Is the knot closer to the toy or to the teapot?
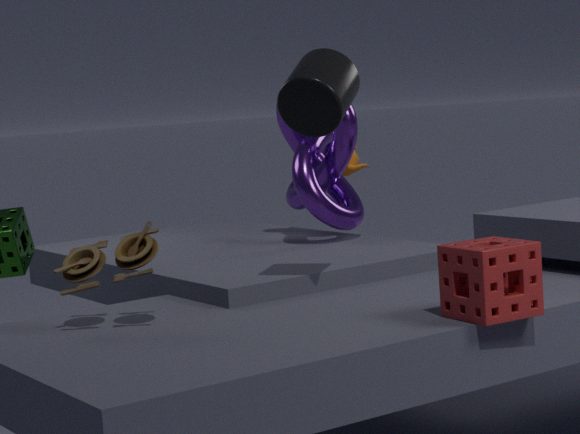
the teapot
